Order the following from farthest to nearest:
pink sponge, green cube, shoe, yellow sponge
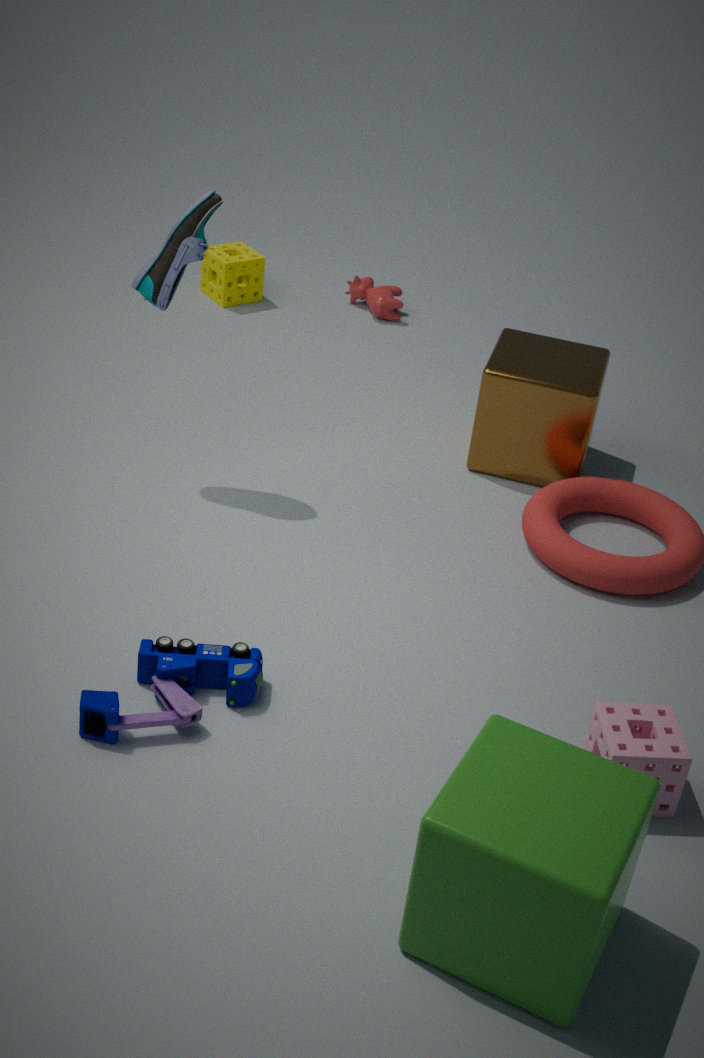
yellow sponge < shoe < pink sponge < green cube
